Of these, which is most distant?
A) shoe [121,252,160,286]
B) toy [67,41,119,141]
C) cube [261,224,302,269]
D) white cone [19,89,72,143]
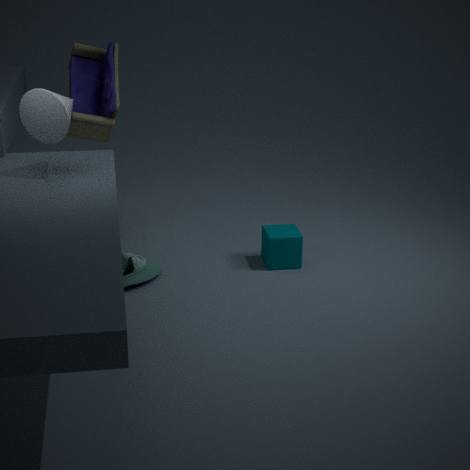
toy [67,41,119,141]
